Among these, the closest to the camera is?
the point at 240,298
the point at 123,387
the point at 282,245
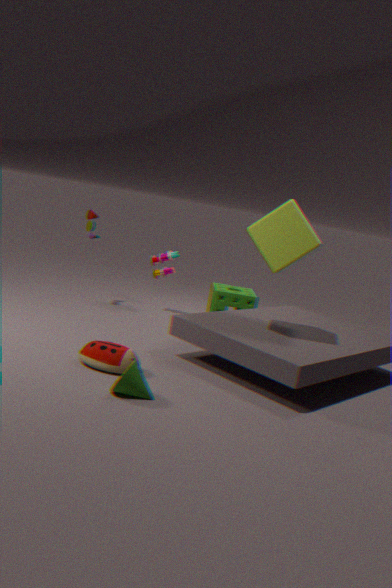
the point at 123,387
